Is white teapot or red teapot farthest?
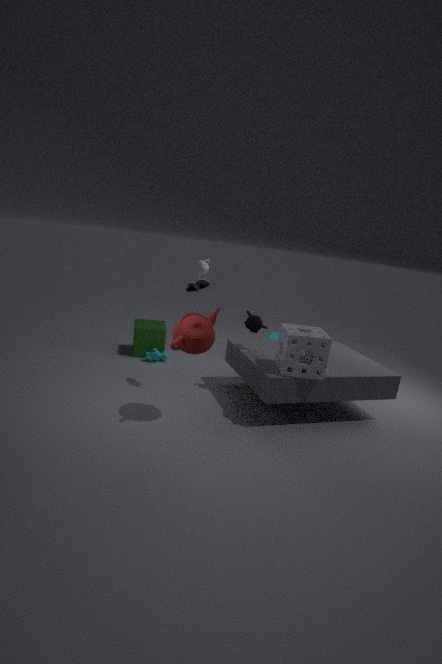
white teapot
